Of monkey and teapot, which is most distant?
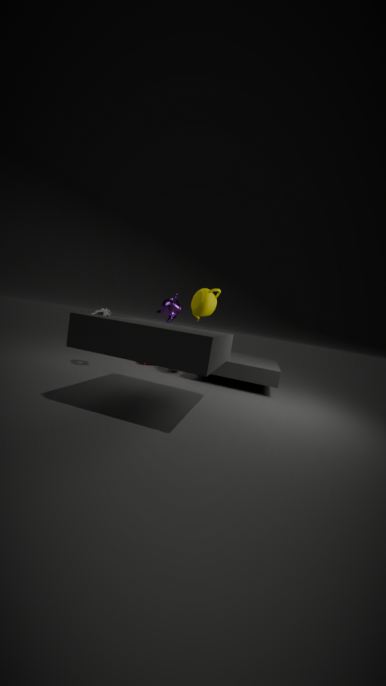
monkey
